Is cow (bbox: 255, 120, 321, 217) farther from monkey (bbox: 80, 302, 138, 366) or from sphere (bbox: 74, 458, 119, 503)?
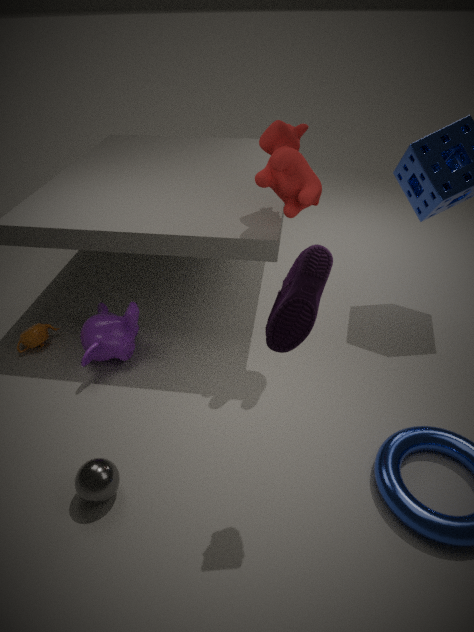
sphere (bbox: 74, 458, 119, 503)
